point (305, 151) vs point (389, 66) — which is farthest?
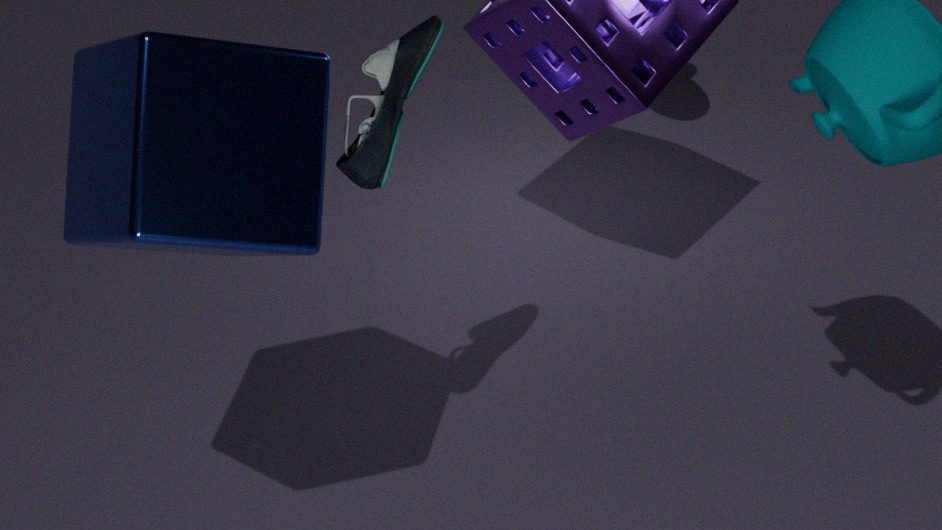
point (389, 66)
